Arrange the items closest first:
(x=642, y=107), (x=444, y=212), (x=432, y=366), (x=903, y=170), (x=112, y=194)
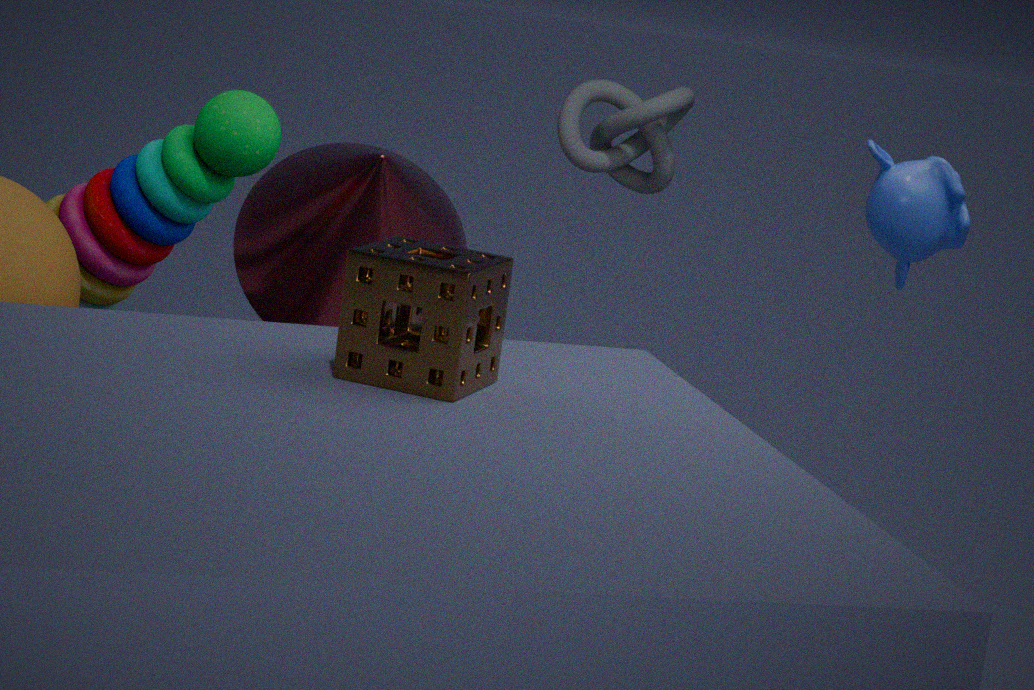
(x=432, y=366)
(x=903, y=170)
(x=112, y=194)
(x=444, y=212)
(x=642, y=107)
